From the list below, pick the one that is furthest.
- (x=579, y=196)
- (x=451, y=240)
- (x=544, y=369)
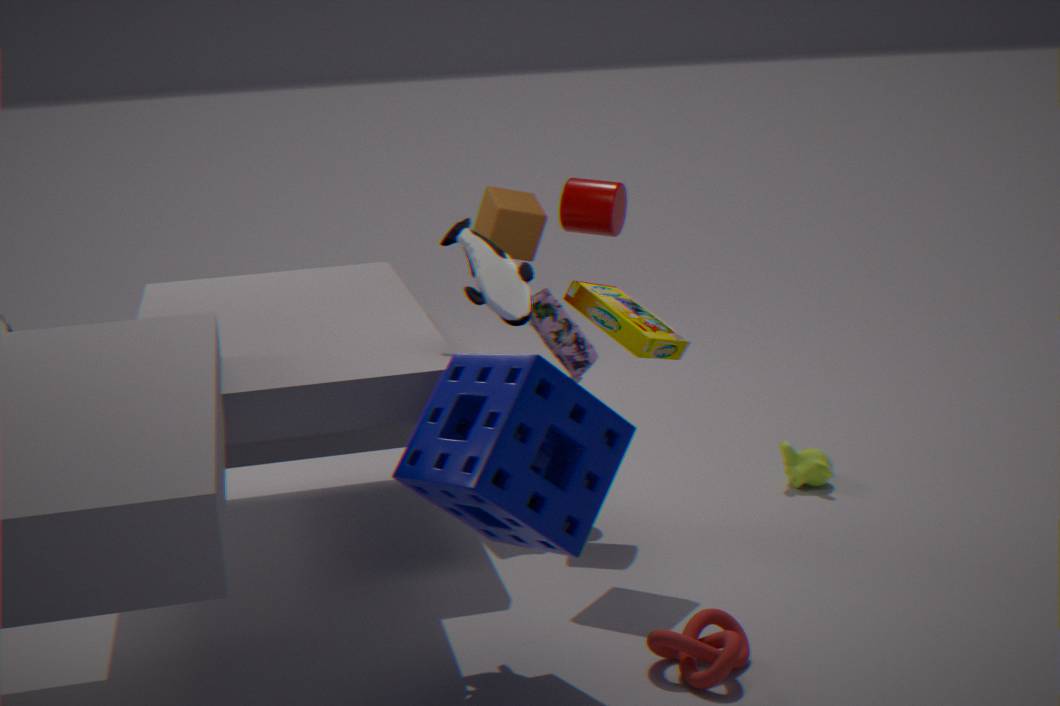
(x=579, y=196)
